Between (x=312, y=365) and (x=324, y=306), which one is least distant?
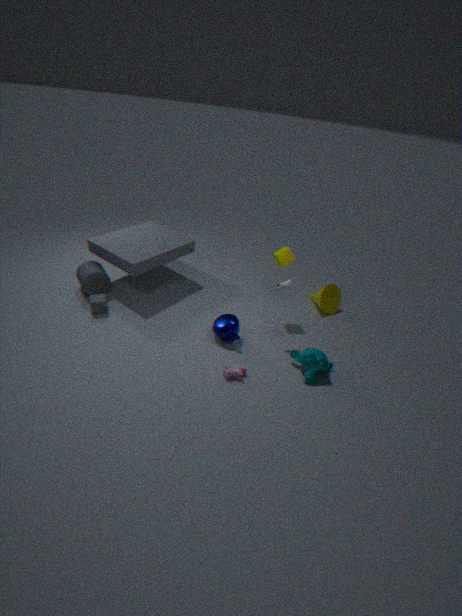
(x=312, y=365)
